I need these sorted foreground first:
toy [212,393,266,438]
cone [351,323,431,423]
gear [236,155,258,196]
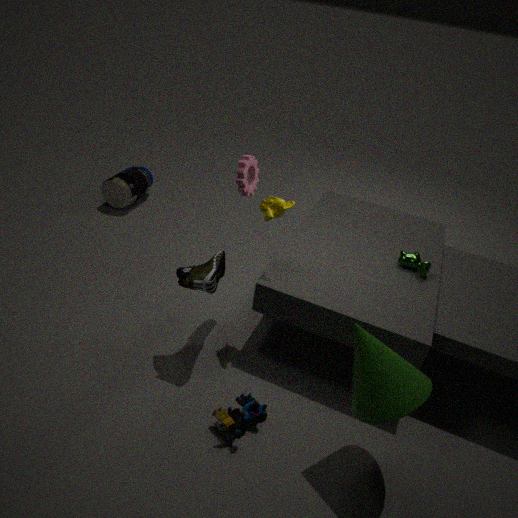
cone [351,323,431,423], toy [212,393,266,438], gear [236,155,258,196]
